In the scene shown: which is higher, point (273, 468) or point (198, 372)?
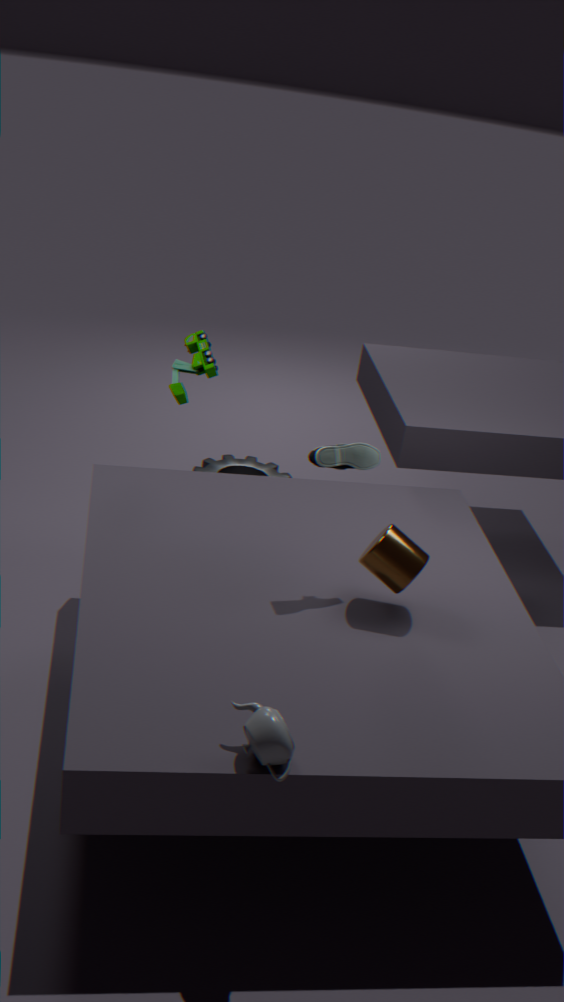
point (198, 372)
